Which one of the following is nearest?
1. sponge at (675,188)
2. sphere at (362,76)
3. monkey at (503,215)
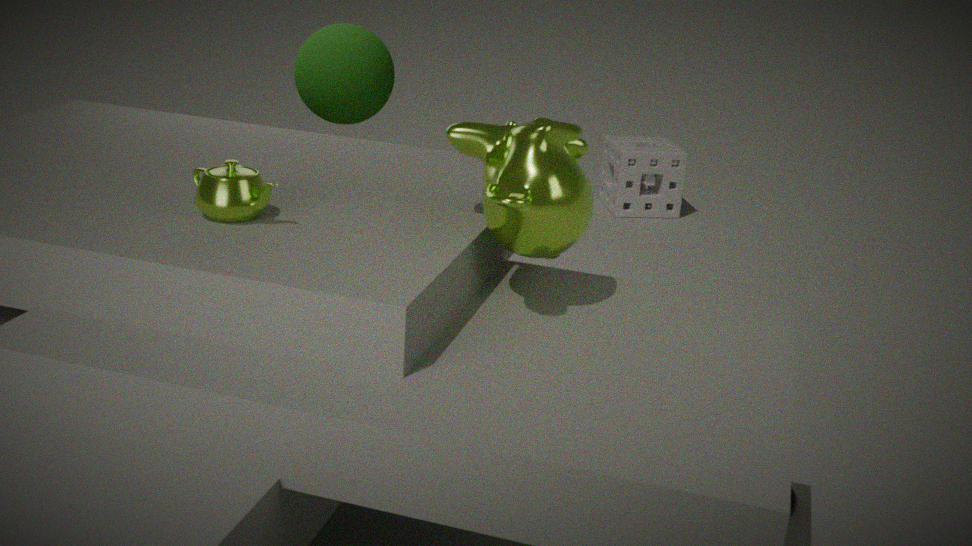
monkey at (503,215)
